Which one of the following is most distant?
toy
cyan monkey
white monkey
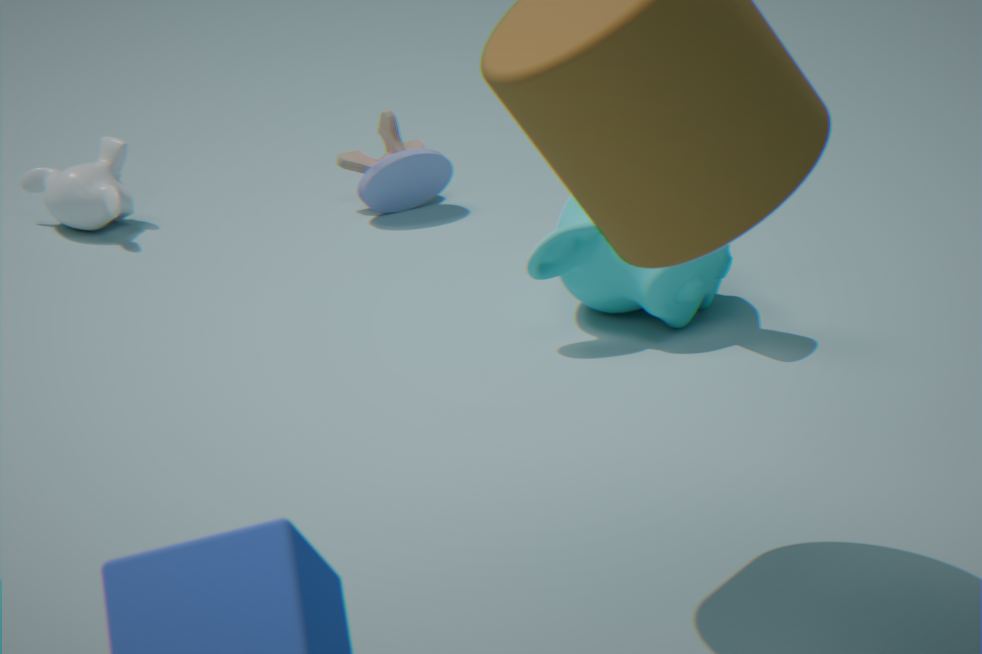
toy
